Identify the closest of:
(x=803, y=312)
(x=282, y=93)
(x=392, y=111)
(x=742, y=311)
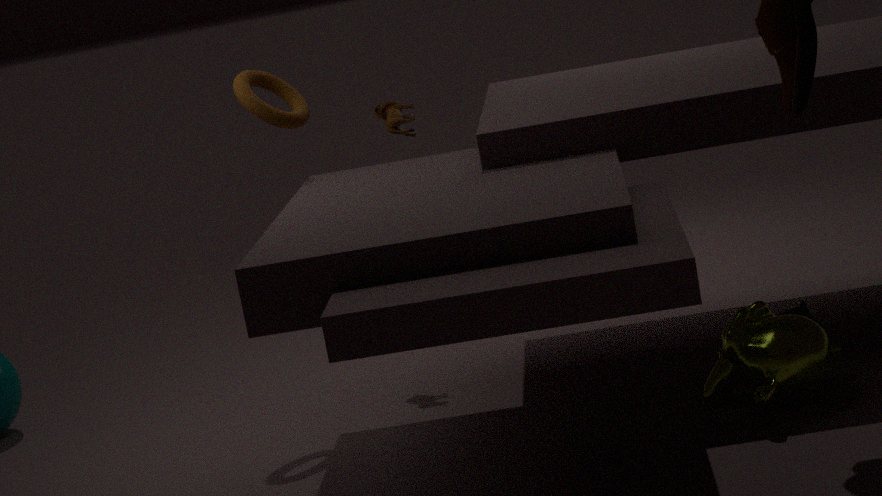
(x=742, y=311)
